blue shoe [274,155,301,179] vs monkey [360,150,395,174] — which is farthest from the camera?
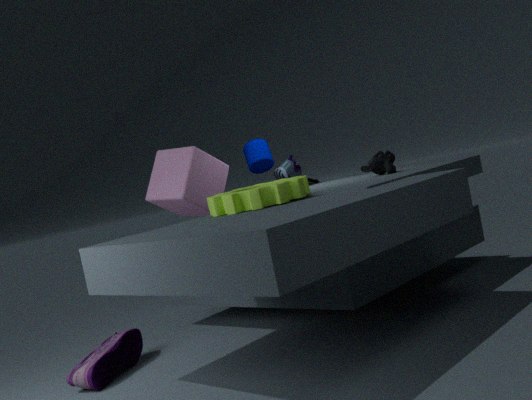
blue shoe [274,155,301,179]
